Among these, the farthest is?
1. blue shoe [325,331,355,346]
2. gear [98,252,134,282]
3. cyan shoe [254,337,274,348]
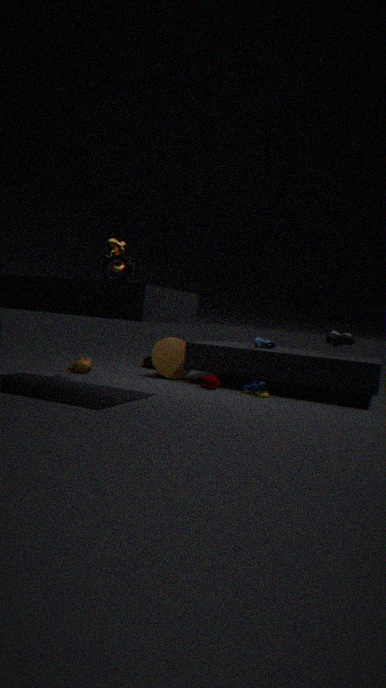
cyan shoe [254,337,274,348]
